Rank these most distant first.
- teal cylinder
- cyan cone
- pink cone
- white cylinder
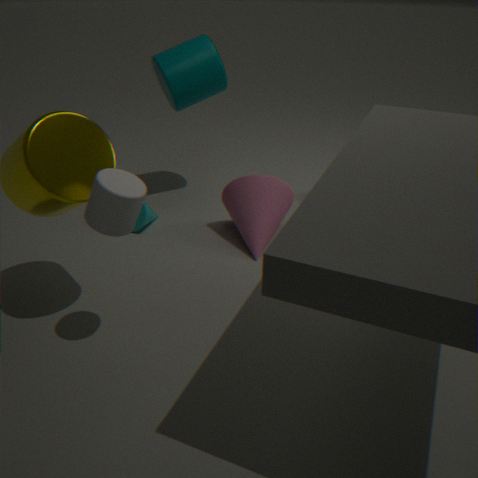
cyan cone
teal cylinder
pink cone
white cylinder
